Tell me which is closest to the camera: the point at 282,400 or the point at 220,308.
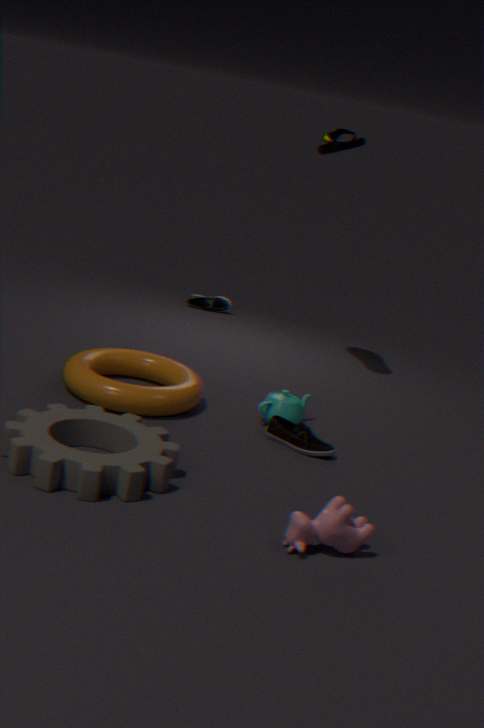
the point at 282,400
